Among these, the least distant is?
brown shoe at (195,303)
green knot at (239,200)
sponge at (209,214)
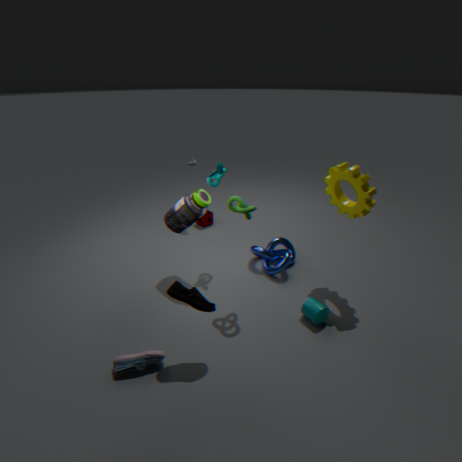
brown shoe at (195,303)
